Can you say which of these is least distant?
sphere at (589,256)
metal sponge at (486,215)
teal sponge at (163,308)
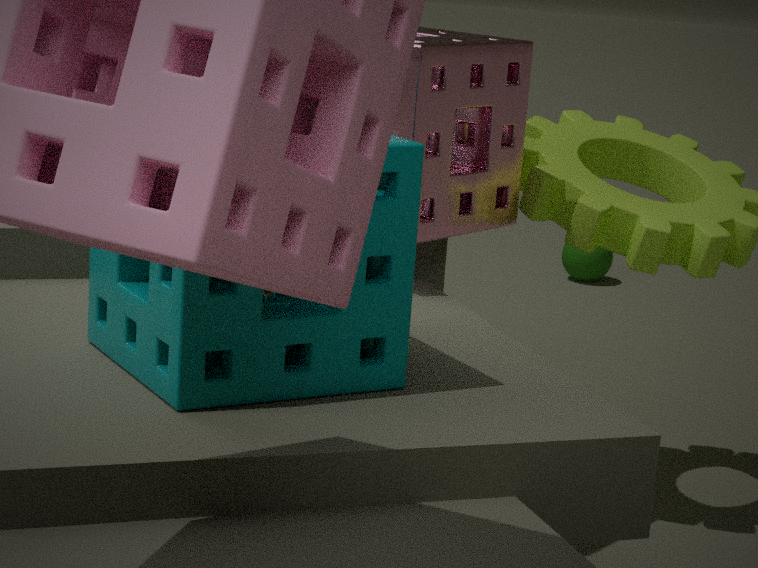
teal sponge at (163,308)
